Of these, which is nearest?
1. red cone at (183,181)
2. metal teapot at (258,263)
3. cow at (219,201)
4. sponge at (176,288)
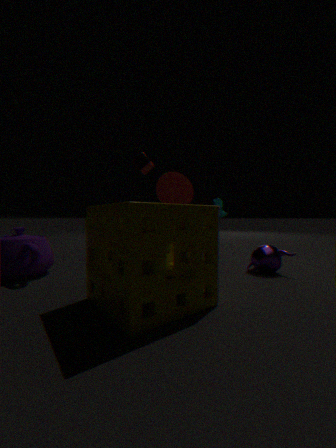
sponge at (176,288)
